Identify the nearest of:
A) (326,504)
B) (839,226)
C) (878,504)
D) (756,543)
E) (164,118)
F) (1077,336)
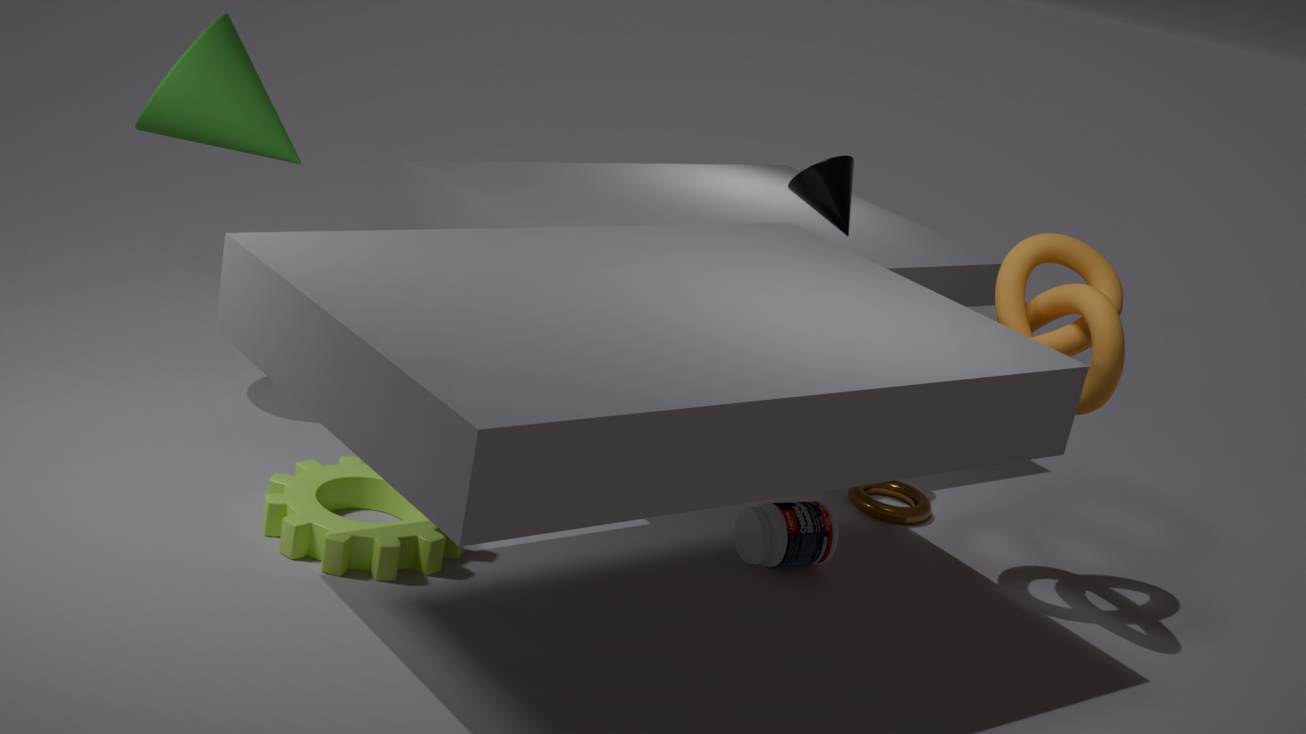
(1077,336)
